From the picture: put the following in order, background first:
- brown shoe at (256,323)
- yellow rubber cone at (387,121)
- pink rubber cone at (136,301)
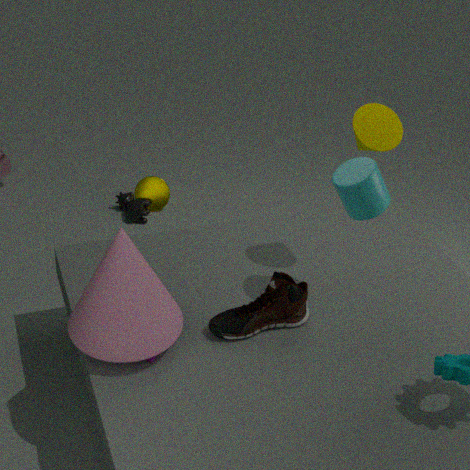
yellow rubber cone at (387,121) < brown shoe at (256,323) < pink rubber cone at (136,301)
